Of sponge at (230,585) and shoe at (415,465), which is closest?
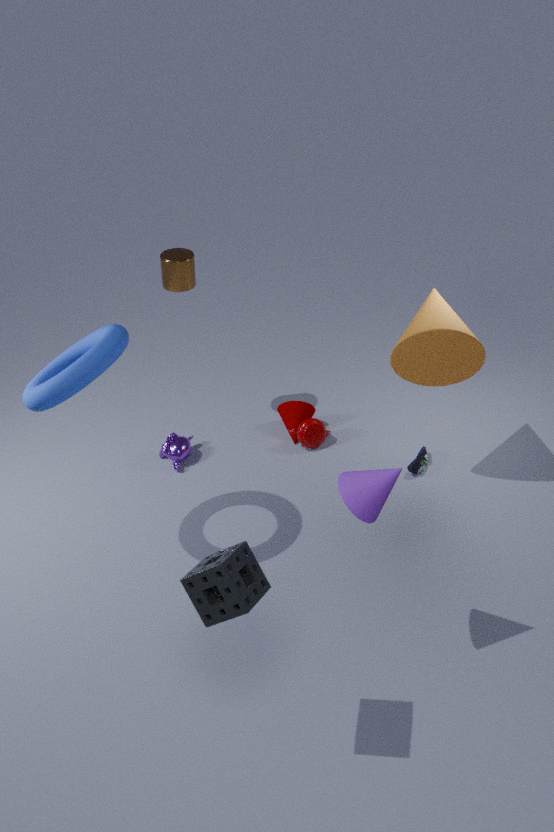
sponge at (230,585)
